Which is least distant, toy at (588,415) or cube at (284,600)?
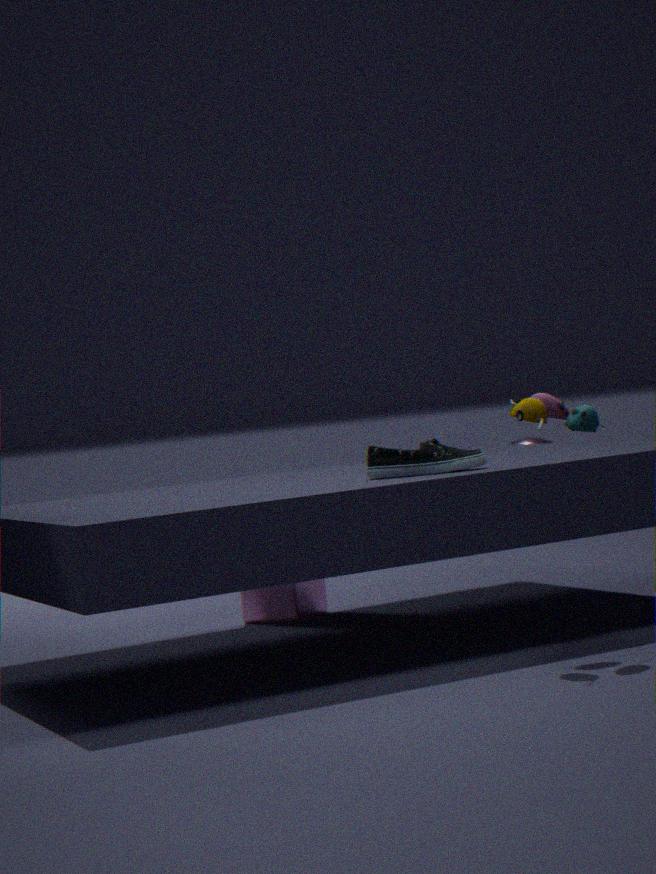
toy at (588,415)
